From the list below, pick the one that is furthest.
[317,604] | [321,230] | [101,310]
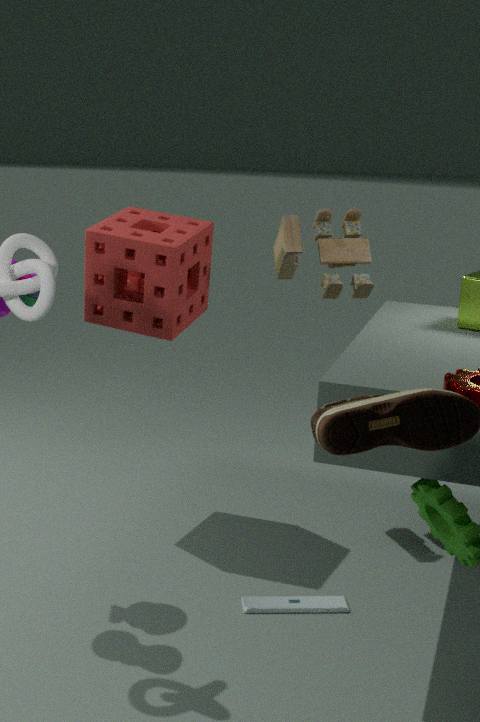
[321,230]
